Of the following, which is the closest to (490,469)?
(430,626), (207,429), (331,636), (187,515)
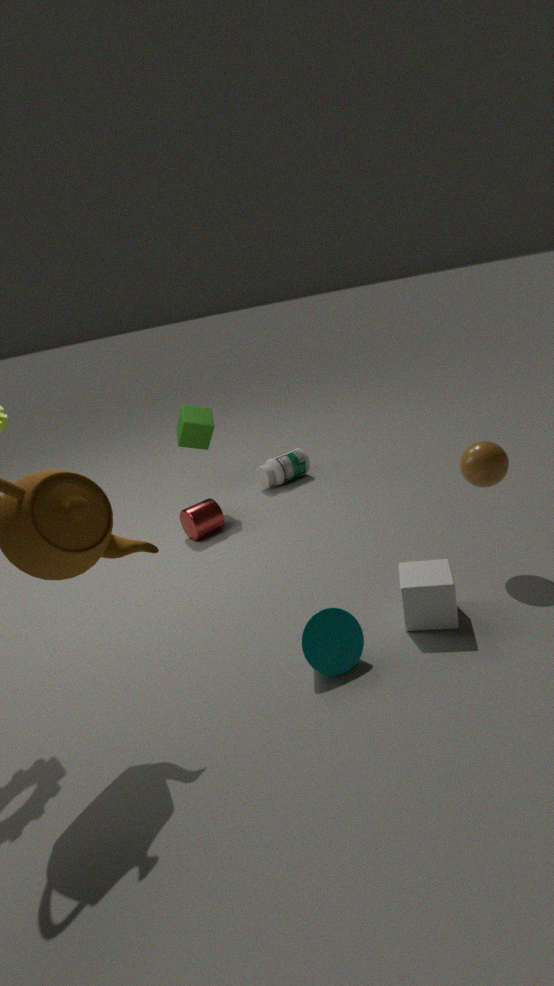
(430,626)
